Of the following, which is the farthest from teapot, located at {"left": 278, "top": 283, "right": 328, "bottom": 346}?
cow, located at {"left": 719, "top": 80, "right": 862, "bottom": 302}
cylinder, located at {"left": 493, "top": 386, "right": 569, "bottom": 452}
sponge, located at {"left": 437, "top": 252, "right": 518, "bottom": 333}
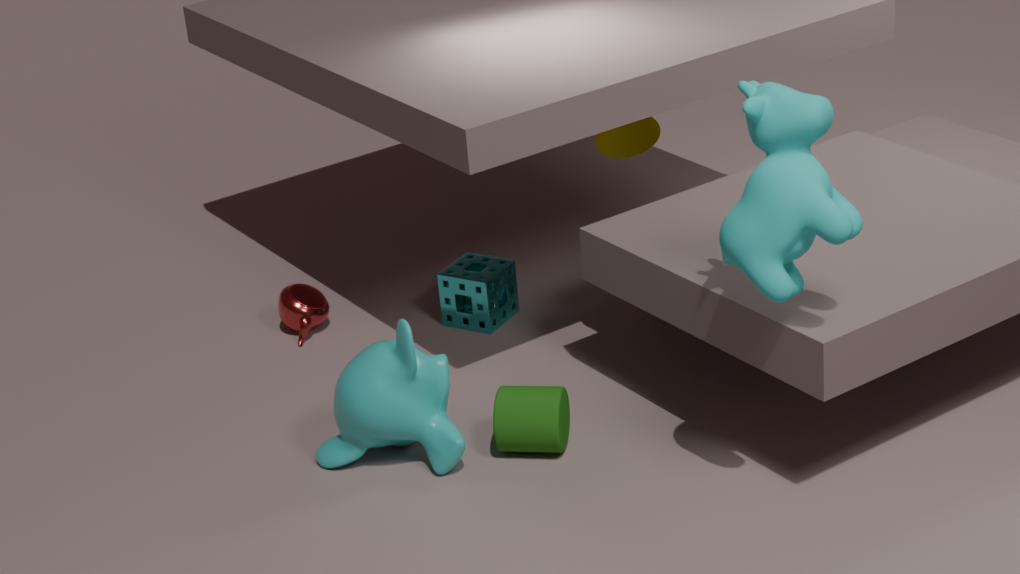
cow, located at {"left": 719, "top": 80, "right": 862, "bottom": 302}
